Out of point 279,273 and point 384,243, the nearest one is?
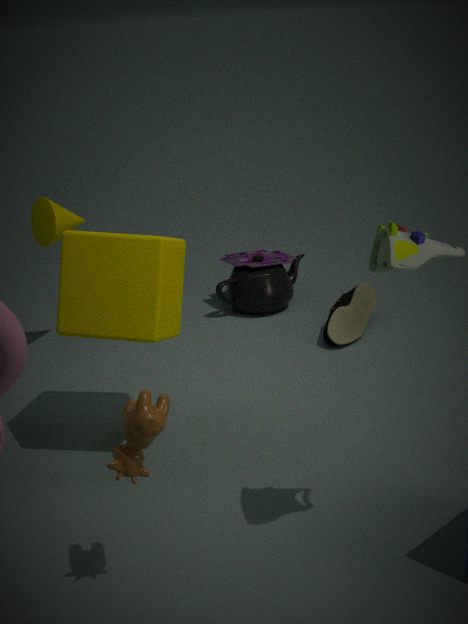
point 384,243
